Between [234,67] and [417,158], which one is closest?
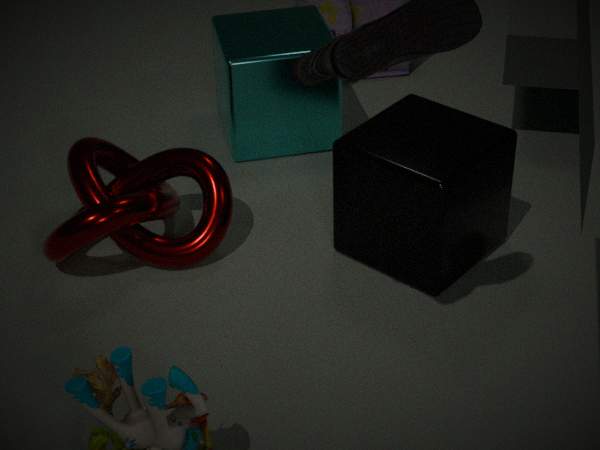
[417,158]
